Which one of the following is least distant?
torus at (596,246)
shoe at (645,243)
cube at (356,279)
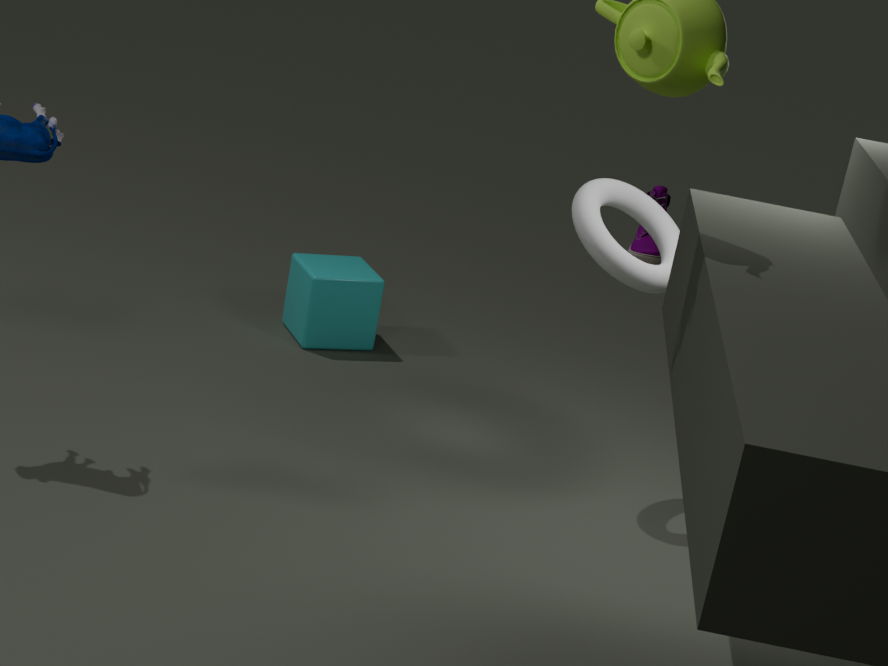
torus at (596,246)
